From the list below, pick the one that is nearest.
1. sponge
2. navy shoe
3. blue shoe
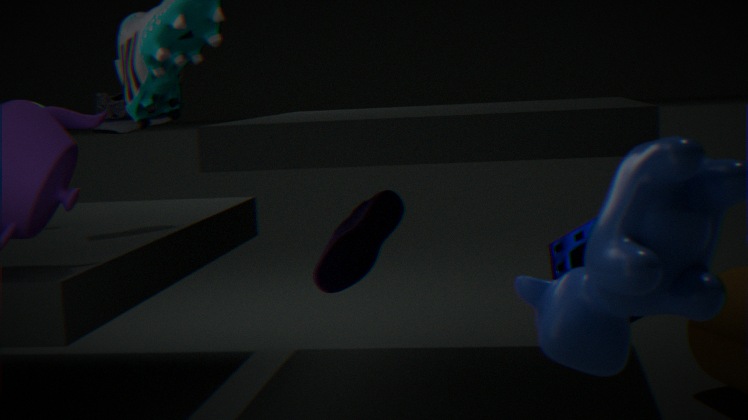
A: sponge
